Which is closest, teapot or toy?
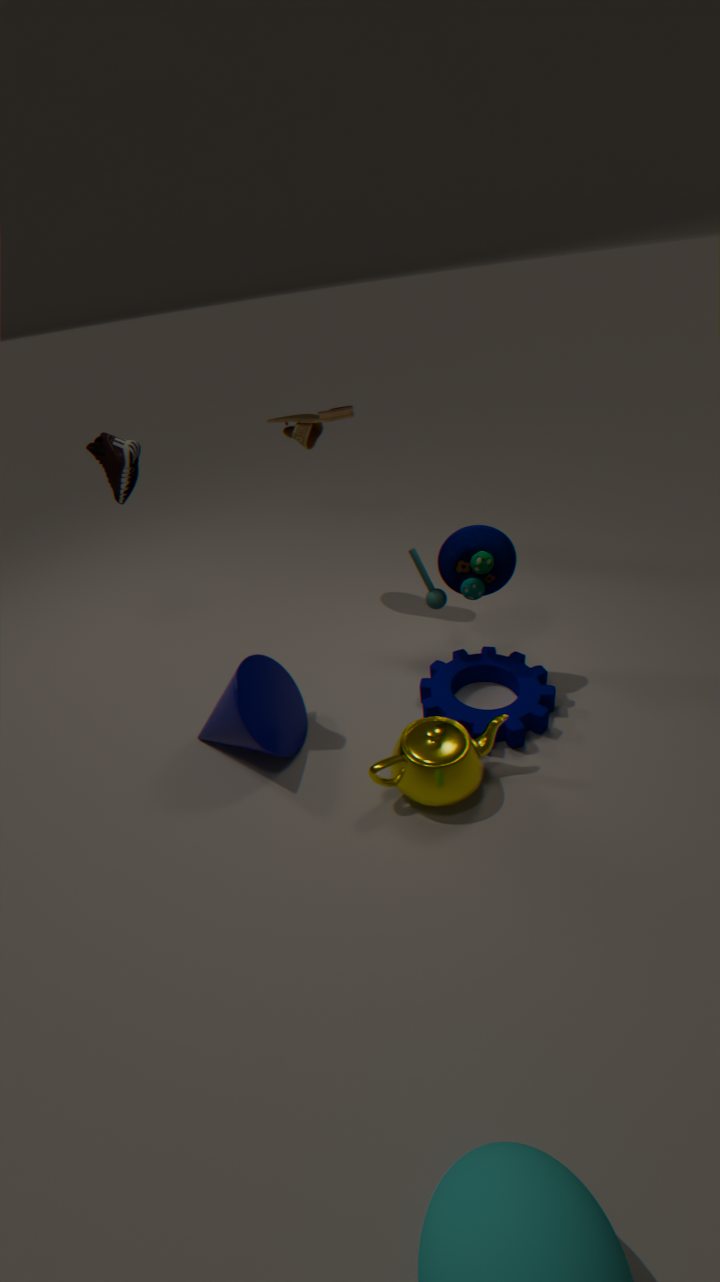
teapot
